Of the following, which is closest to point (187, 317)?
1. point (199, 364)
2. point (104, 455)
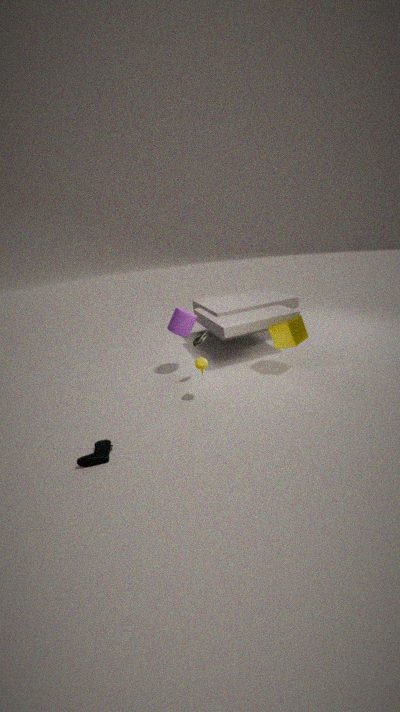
point (199, 364)
